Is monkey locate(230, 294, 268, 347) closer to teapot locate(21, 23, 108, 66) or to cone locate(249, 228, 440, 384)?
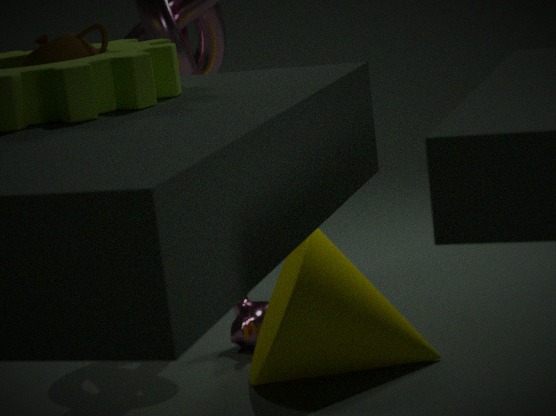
cone locate(249, 228, 440, 384)
